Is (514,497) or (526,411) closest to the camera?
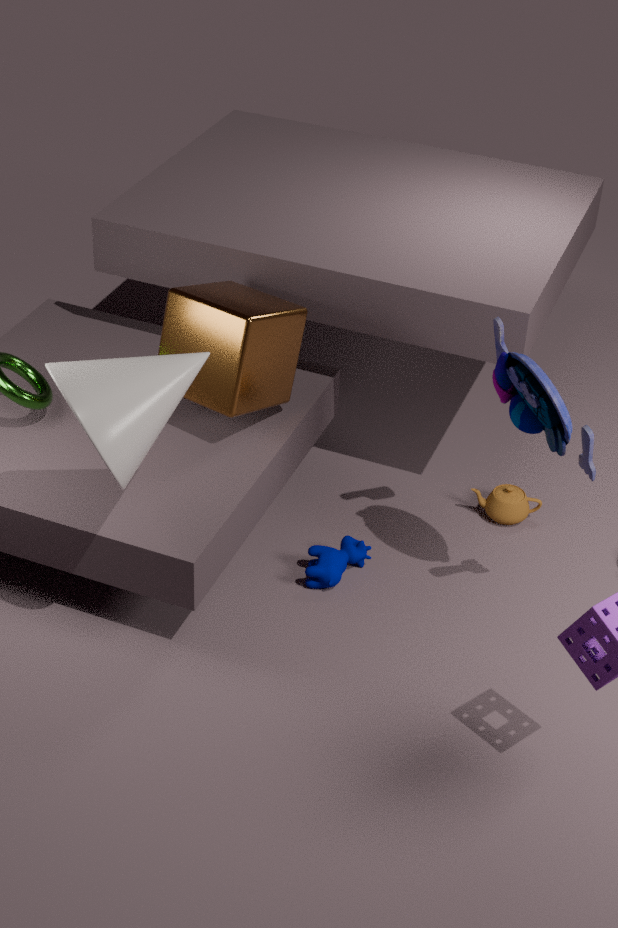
(526,411)
